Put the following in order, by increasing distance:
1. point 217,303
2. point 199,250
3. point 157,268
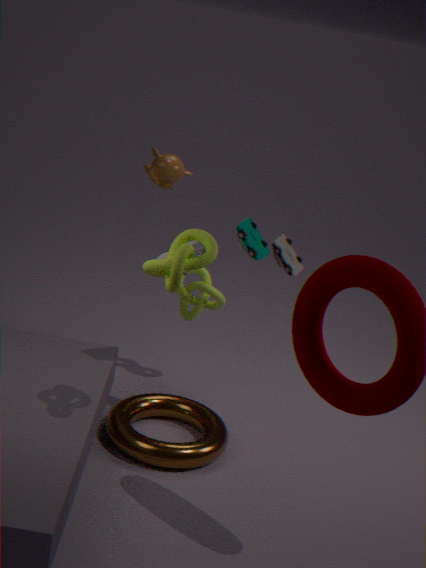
1. point 157,268
2. point 199,250
3. point 217,303
